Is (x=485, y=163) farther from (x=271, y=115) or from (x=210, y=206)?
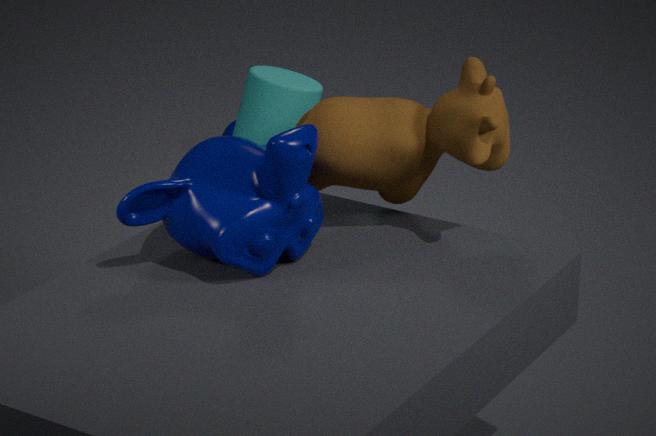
(x=271, y=115)
